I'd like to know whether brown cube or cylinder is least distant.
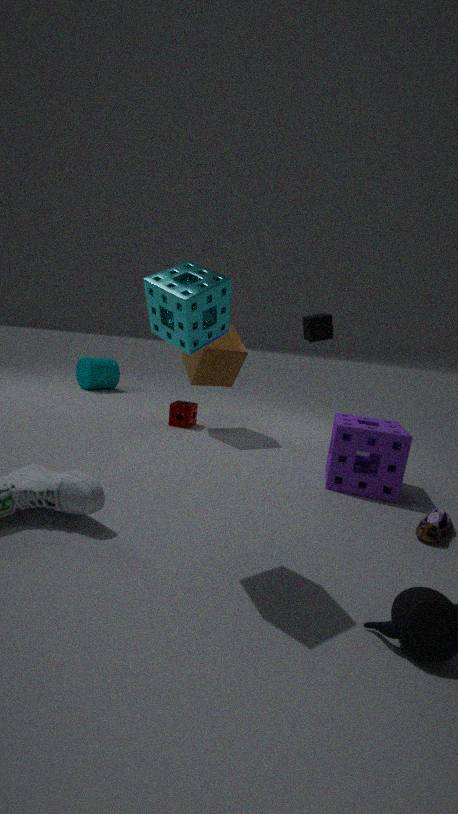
brown cube
